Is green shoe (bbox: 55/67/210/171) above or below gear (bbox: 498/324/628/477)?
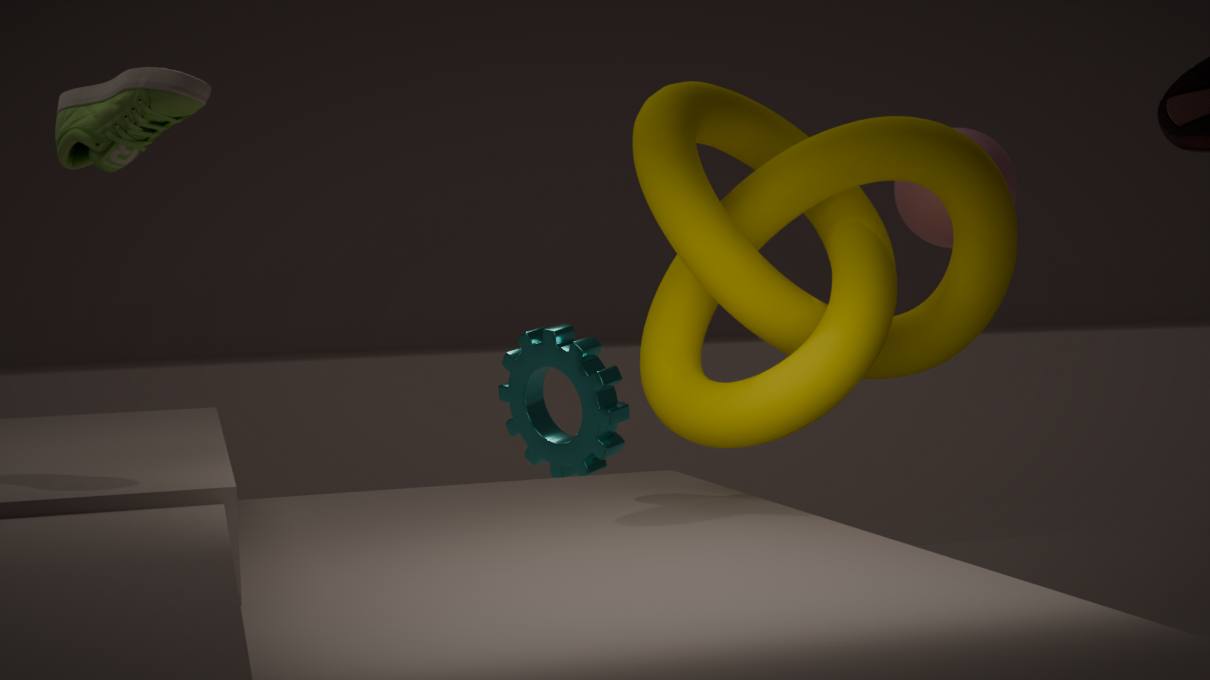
above
